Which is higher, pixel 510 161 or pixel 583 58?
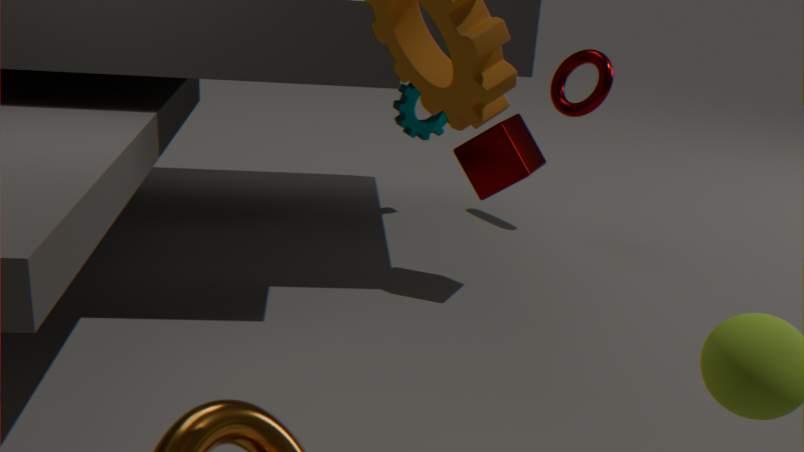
pixel 583 58
